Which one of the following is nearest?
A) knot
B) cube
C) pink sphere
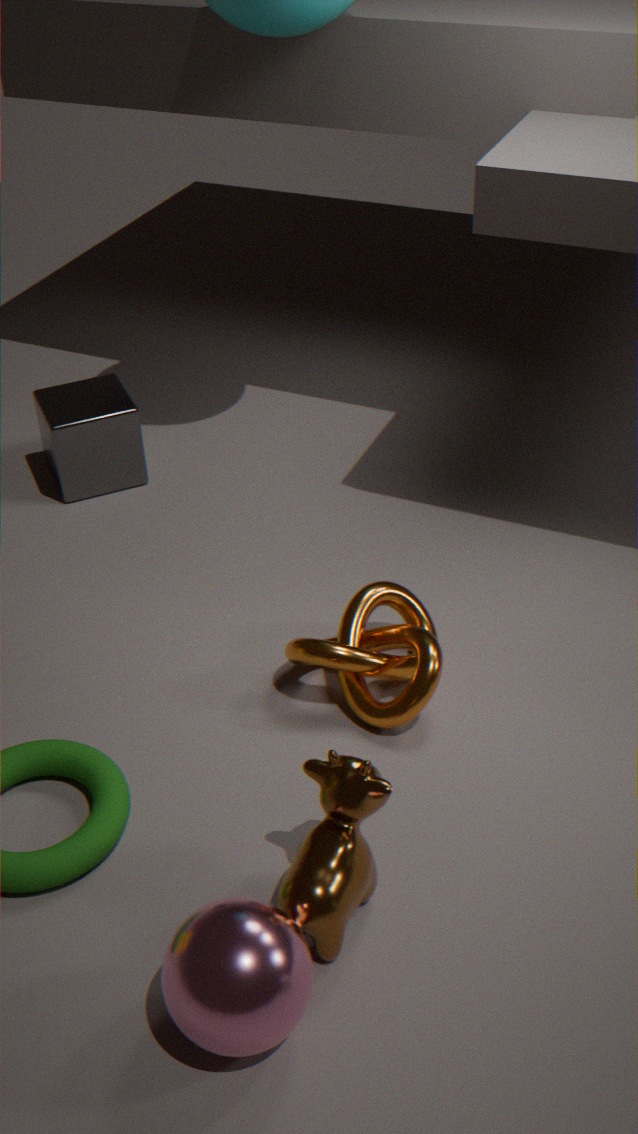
pink sphere
